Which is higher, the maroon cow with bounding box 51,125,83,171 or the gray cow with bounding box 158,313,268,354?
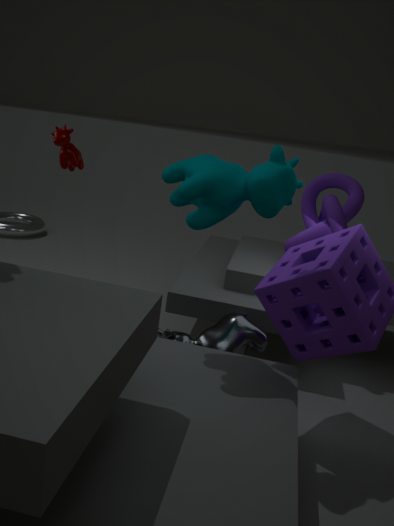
the maroon cow with bounding box 51,125,83,171
